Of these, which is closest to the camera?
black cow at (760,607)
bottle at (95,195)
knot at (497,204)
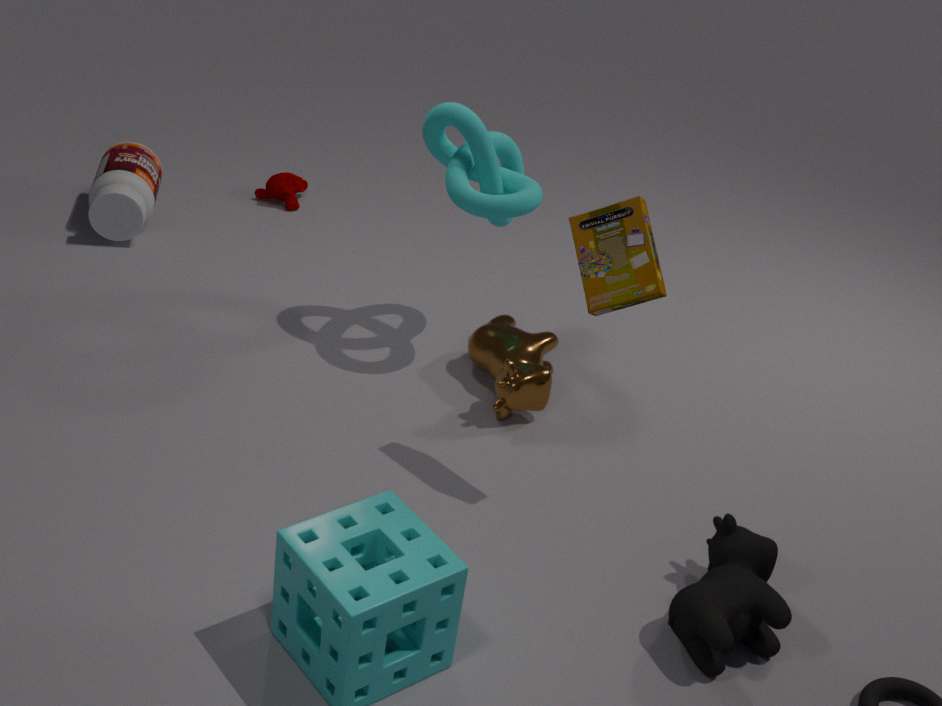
black cow at (760,607)
